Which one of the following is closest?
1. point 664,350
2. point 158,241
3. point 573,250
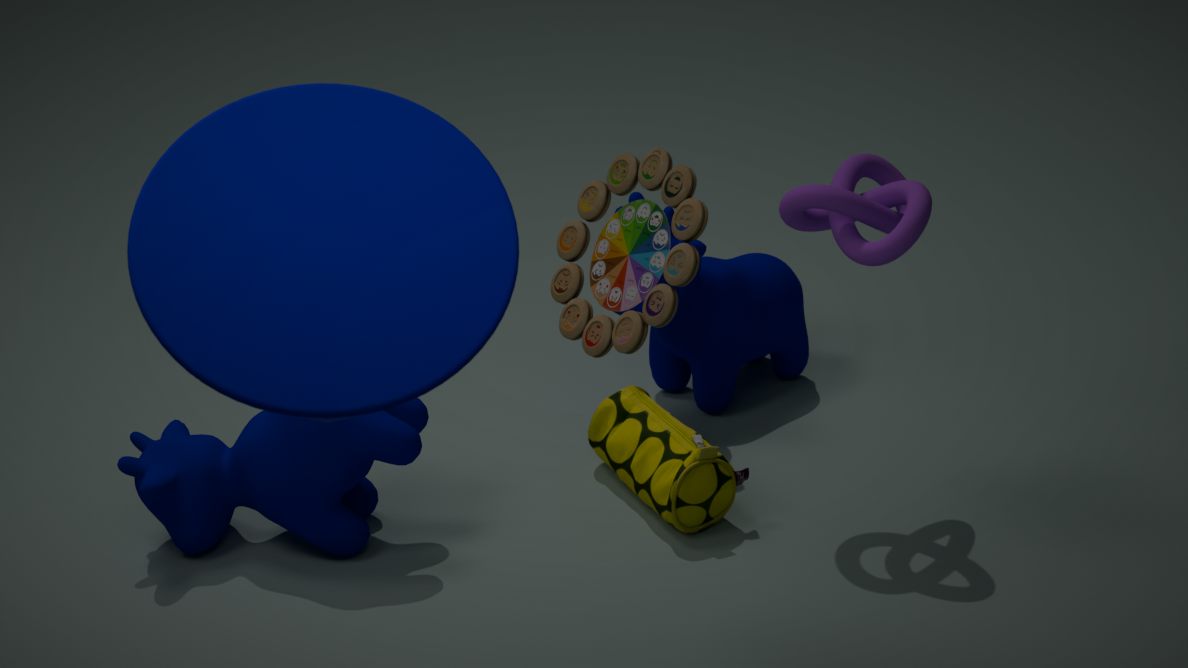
point 158,241
